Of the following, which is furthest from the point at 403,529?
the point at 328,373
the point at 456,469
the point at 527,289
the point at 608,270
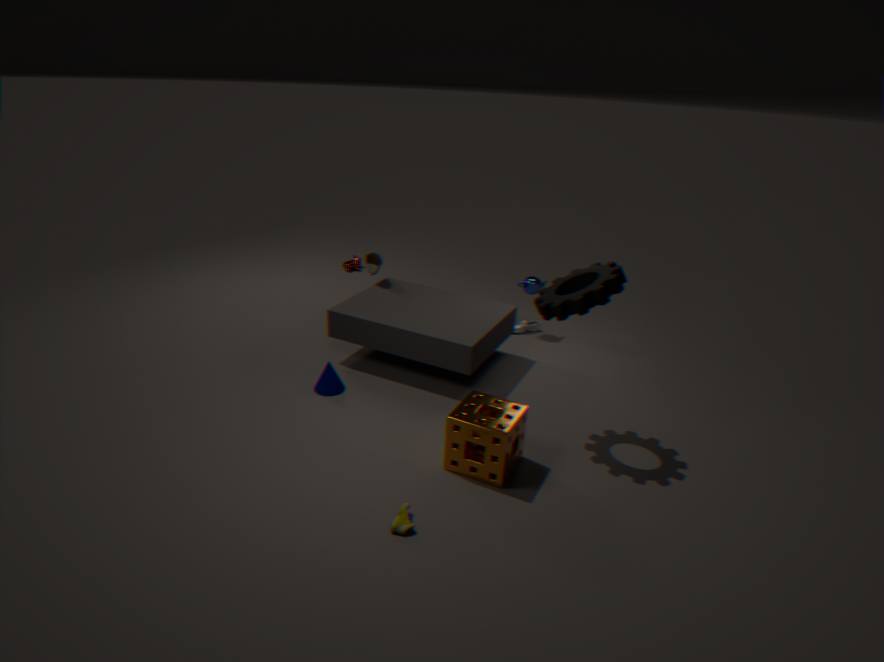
the point at 527,289
